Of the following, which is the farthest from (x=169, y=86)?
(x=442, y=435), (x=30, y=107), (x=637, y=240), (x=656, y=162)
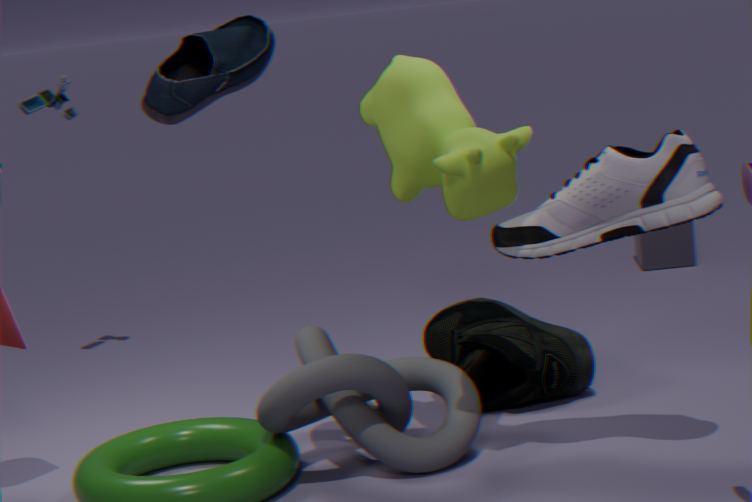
(x=637, y=240)
